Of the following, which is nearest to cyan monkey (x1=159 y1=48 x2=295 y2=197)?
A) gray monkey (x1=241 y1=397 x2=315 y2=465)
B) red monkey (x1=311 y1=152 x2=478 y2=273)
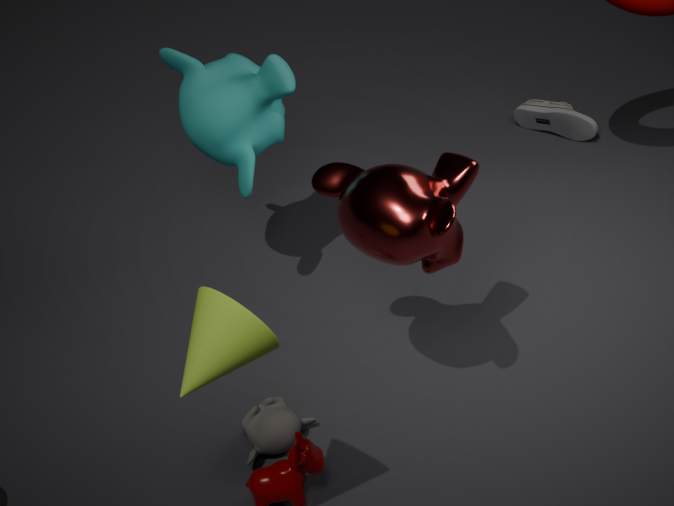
red monkey (x1=311 y1=152 x2=478 y2=273)
